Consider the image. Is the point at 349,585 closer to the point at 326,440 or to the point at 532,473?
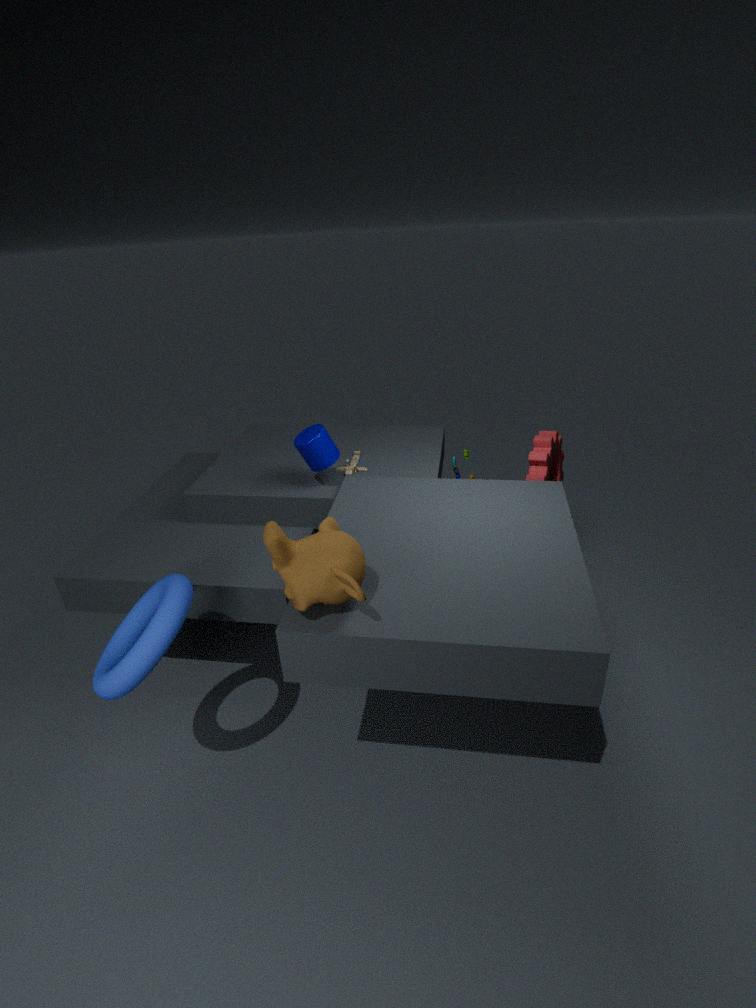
the point at 326,440
